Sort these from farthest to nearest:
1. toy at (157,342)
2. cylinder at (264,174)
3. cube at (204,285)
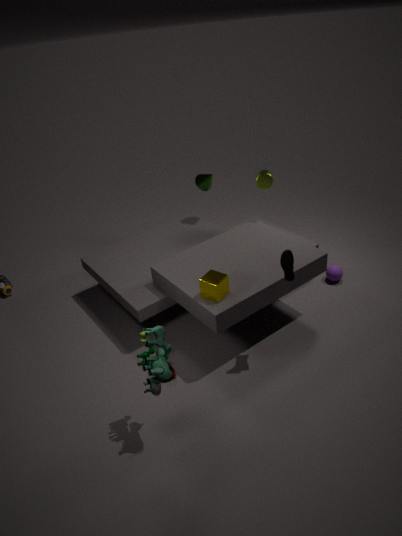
cylinder at (264,174), cube at (204,285), toy at (157,342)
